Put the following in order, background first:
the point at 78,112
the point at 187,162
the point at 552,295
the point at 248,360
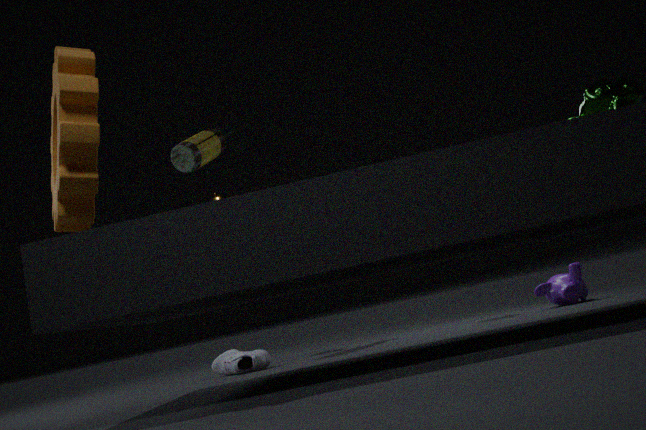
the point at 187,162
the point at 248,360
the point at 552,295
the point at 78,112
